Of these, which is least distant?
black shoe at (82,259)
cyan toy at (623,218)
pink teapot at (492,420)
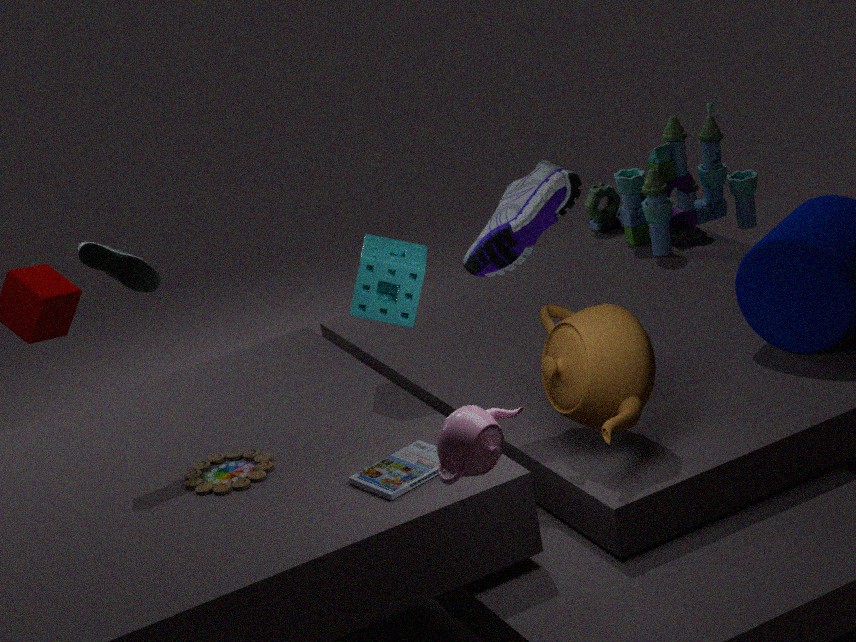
pink teapot at (492,420)
